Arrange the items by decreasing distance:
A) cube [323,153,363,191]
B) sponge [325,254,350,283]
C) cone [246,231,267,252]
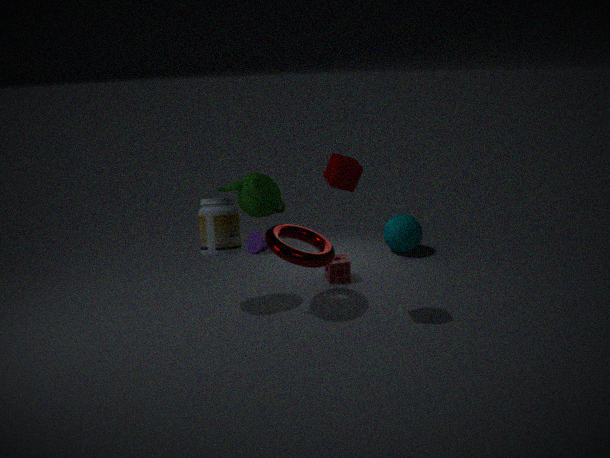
cone [246,231,267,252] → sponge [325,254,350,283] → cube [323,153,363,191]
